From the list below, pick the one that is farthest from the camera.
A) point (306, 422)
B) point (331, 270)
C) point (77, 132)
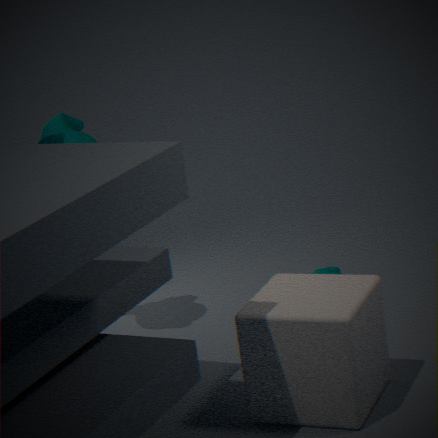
point (331, 270)
